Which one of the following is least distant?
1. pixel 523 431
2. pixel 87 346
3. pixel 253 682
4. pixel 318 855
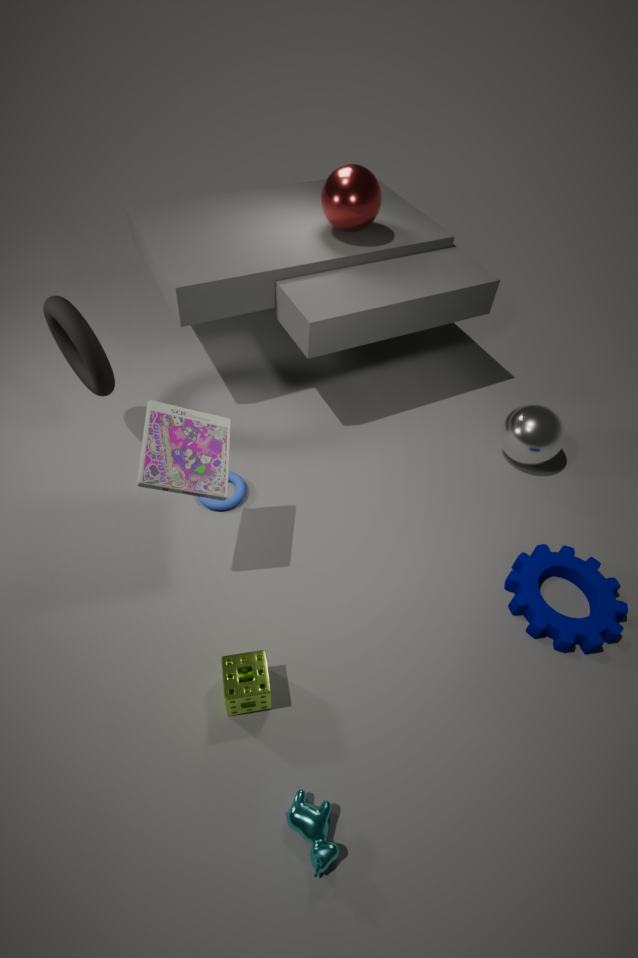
pixel 318 855
